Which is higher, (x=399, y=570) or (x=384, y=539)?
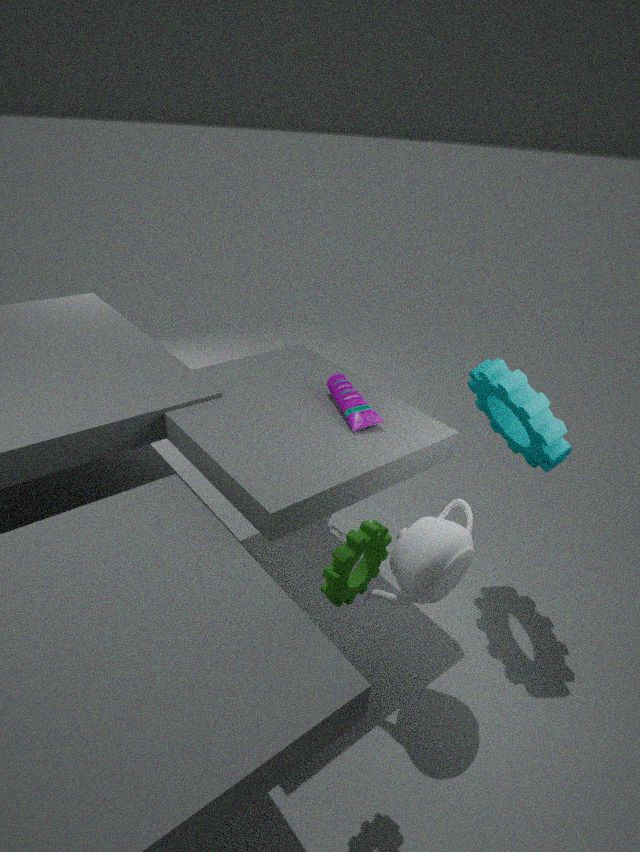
(x=384, y=539)
